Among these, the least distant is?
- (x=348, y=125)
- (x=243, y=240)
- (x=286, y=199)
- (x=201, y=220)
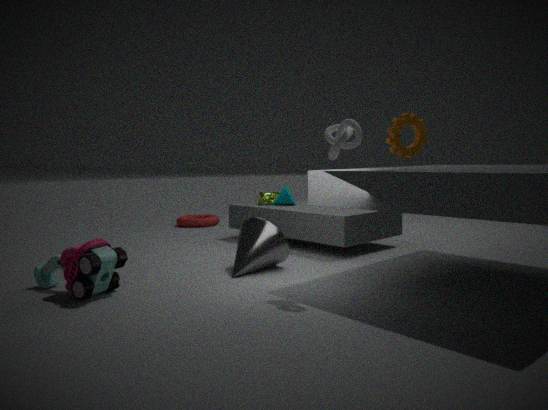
(x=348, y=125)
